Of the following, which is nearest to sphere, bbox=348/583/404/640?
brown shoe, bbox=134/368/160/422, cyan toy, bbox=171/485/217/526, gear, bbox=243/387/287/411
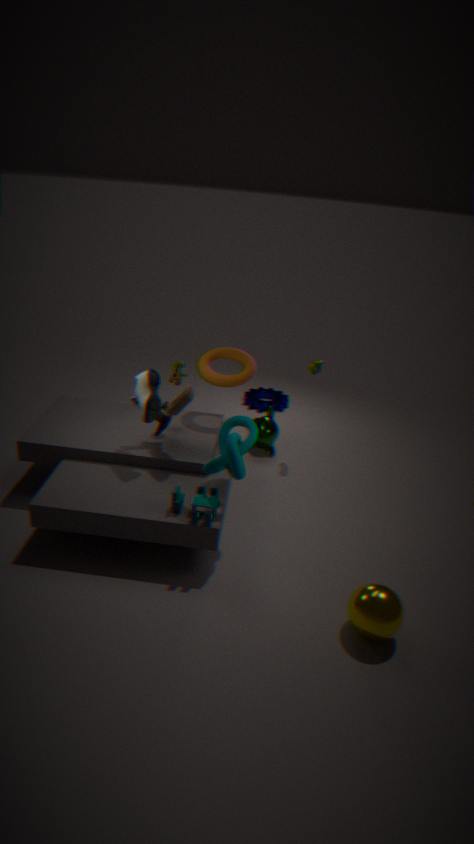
cyan toy, bbox=171/485/217/526
